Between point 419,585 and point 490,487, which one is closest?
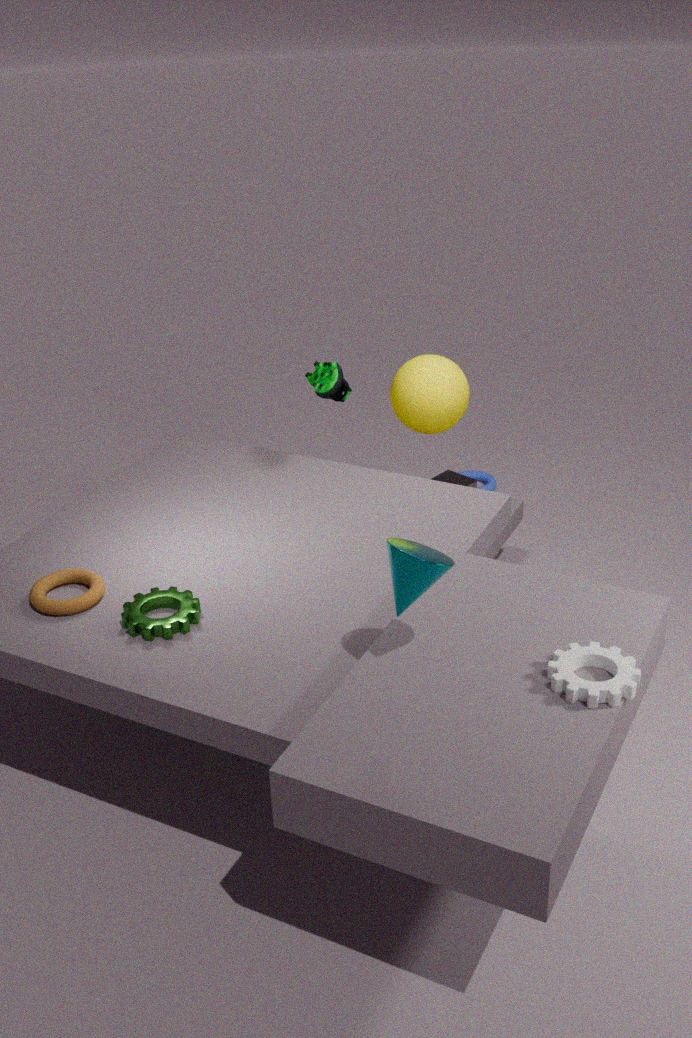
point 419,585
